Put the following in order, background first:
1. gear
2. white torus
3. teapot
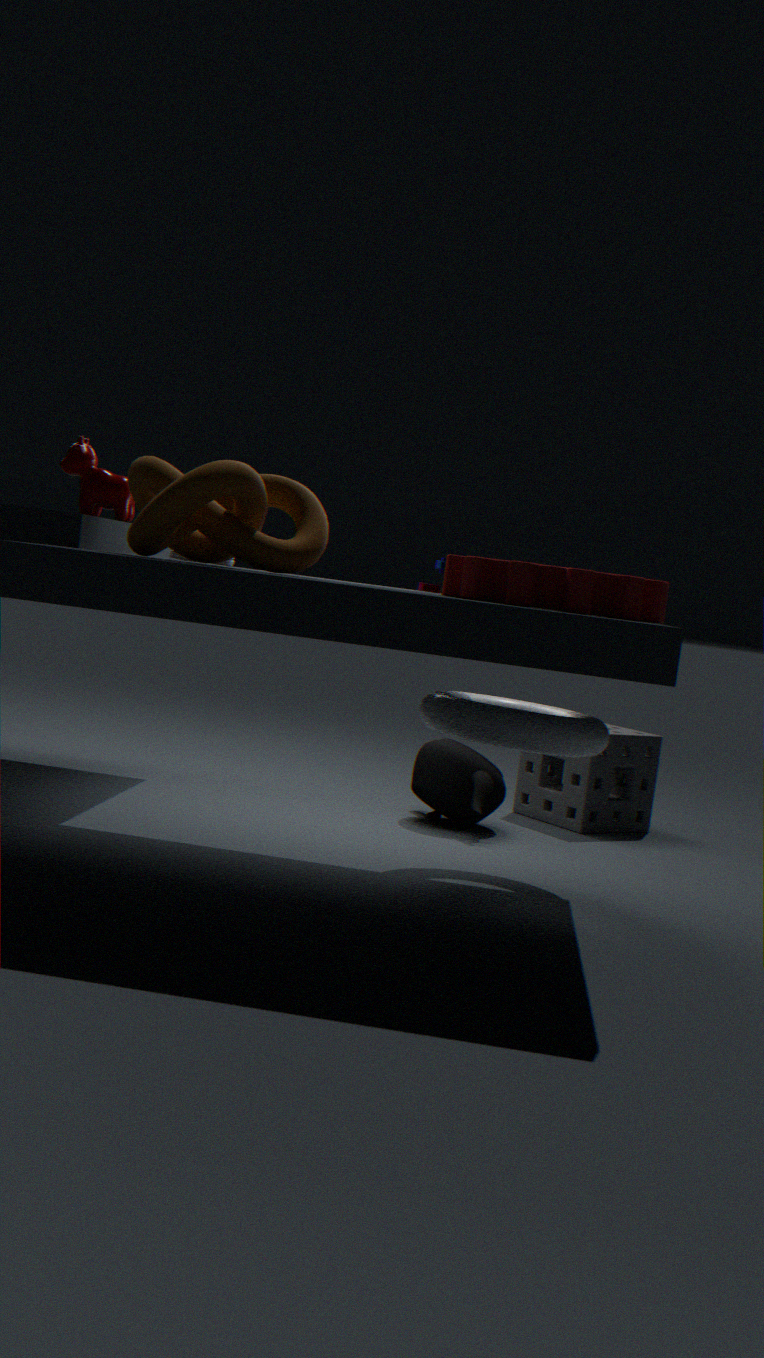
1. teapot
2. white torus
3. gear
